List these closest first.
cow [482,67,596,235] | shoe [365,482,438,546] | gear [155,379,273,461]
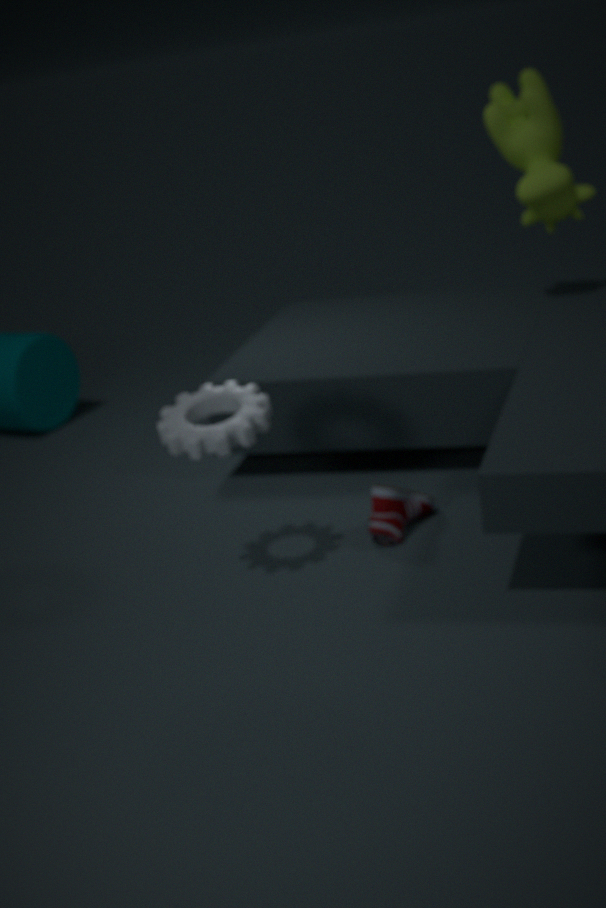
gear [155,379,273,461]
shoe [365,482,438,546]
cow [482,67,596,235]
